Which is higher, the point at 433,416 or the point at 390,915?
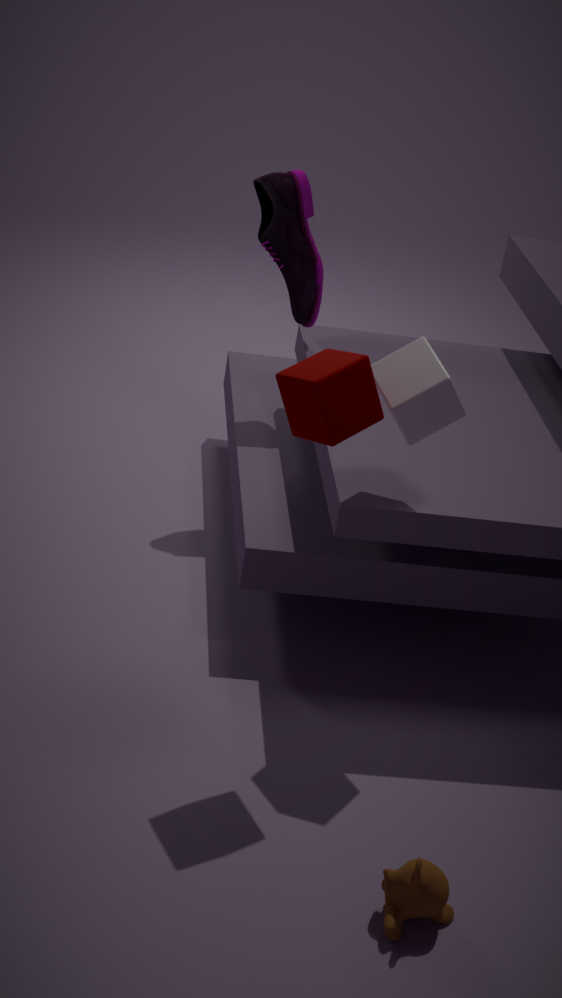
the point at 433,416
